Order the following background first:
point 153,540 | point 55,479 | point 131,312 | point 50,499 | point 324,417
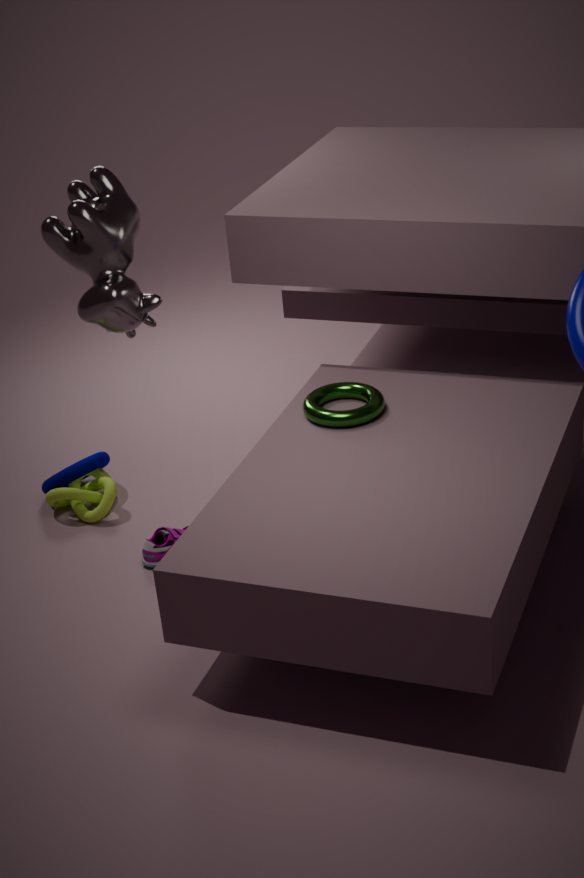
point 55,479, point 50,499, point 153,540, point 324,417, point 131,312
